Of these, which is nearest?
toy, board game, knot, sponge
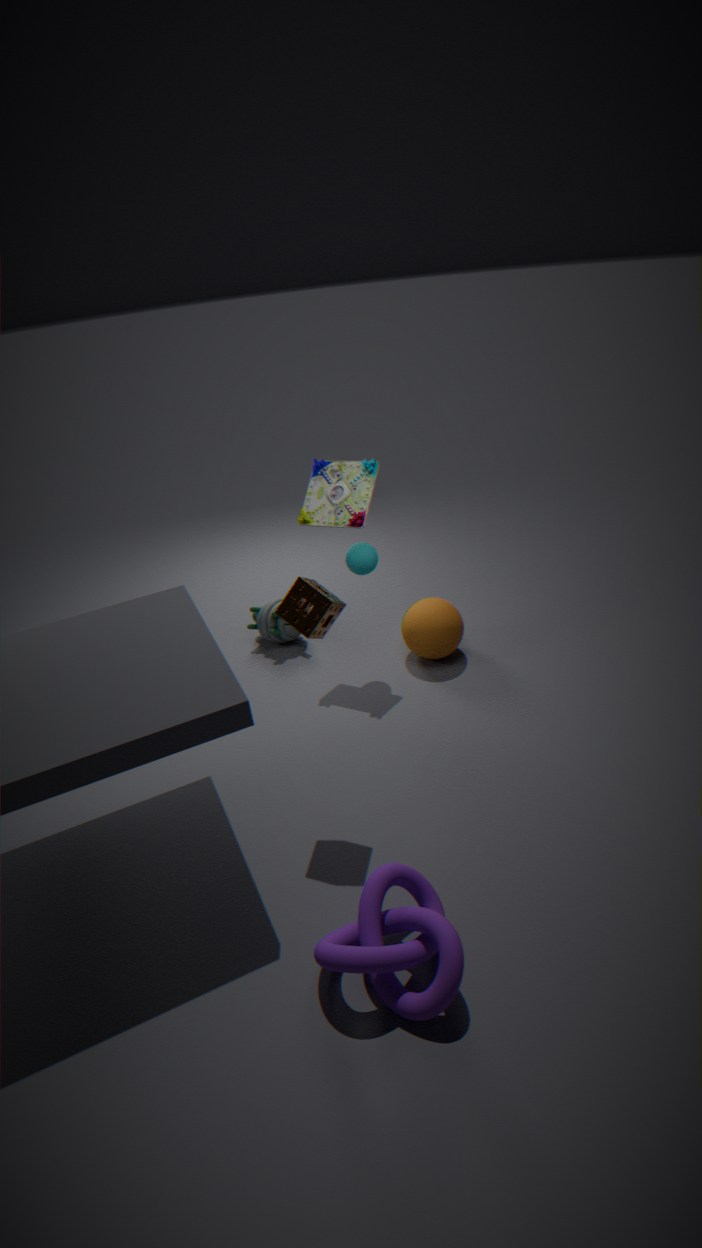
knot
